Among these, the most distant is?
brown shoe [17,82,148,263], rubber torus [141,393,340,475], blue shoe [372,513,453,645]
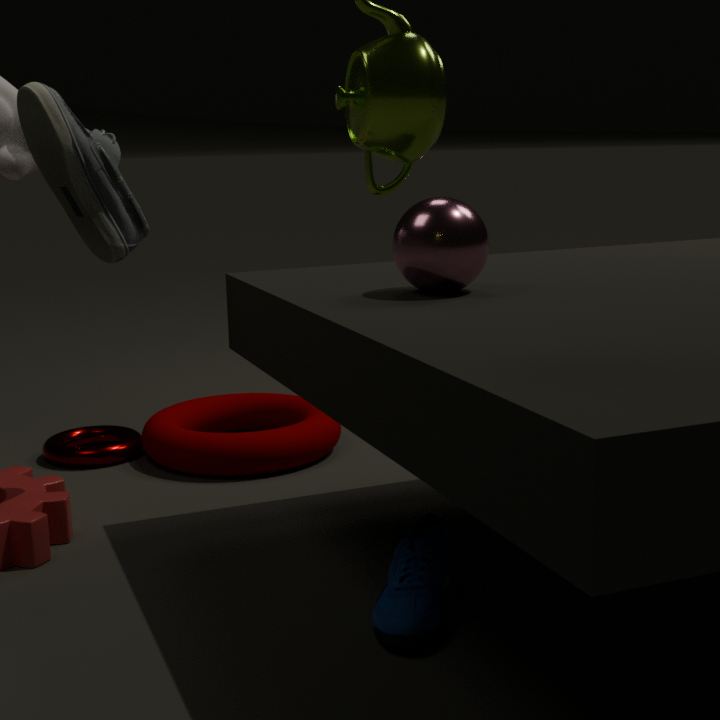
rubber torus [141,393,340,475]
